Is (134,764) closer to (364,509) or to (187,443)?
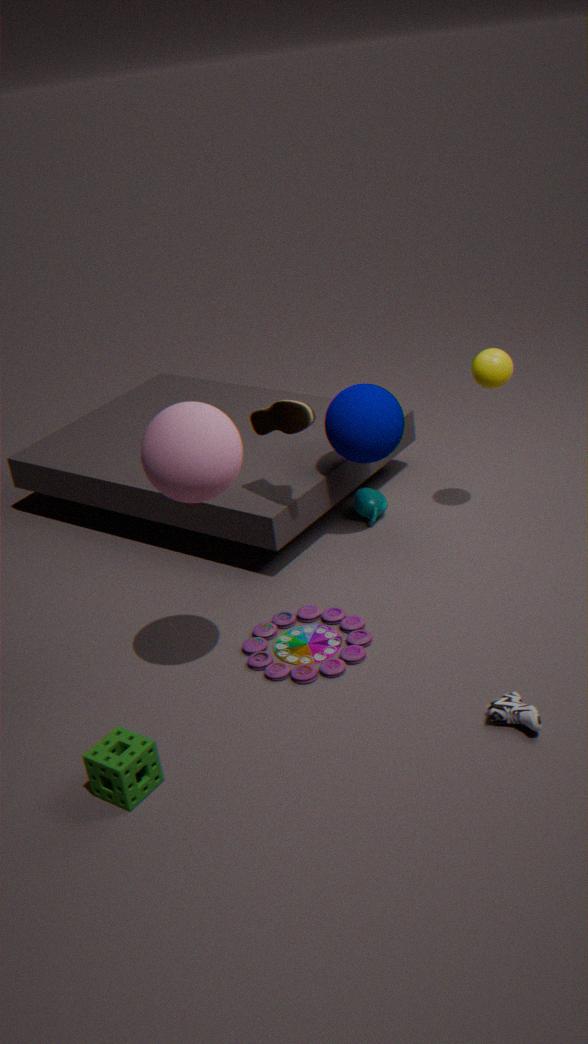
(187,443)
